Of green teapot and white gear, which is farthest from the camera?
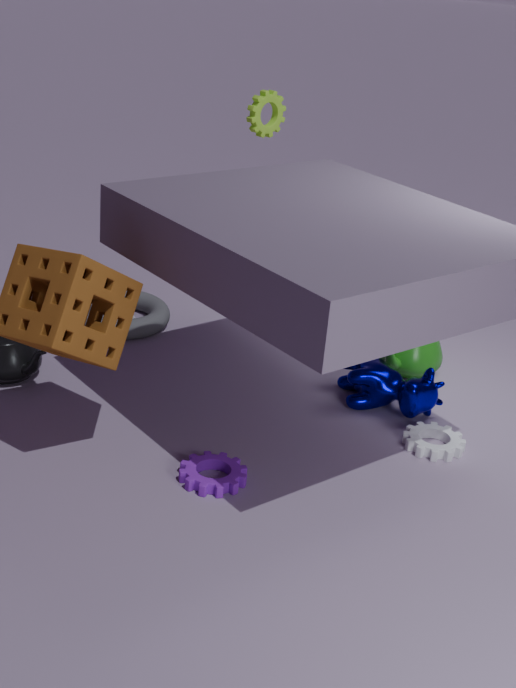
green teapot
